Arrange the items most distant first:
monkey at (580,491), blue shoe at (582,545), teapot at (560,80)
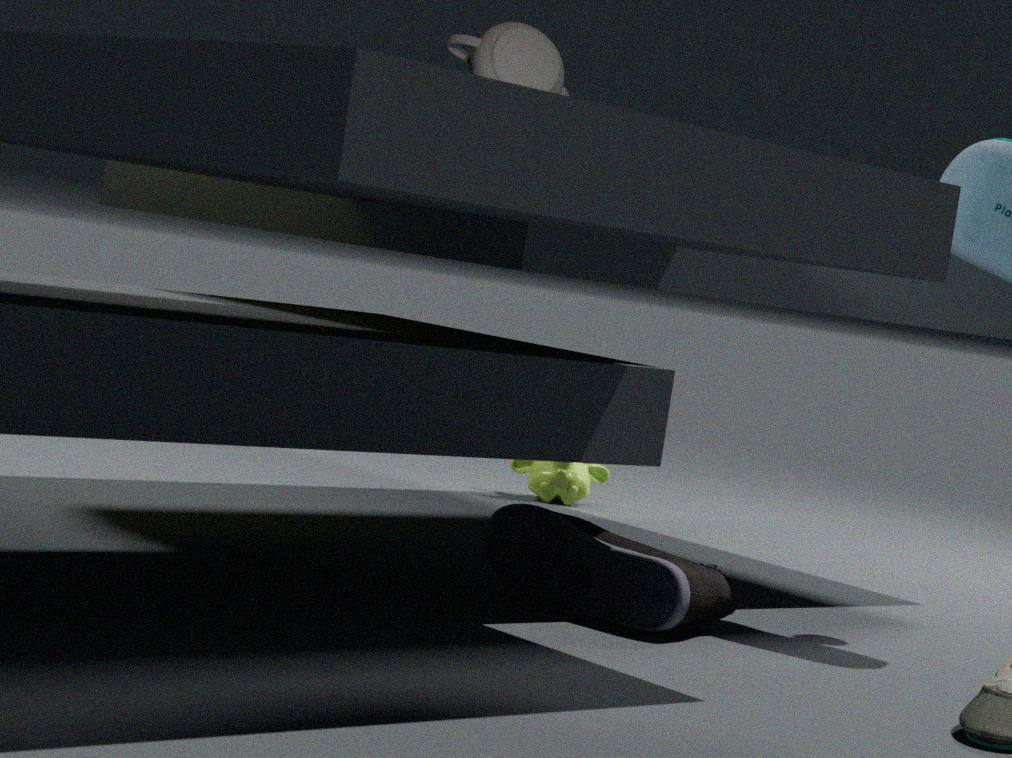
monkey at (580,491) < blue shoe at (582,545) < teapot at (560,80)
